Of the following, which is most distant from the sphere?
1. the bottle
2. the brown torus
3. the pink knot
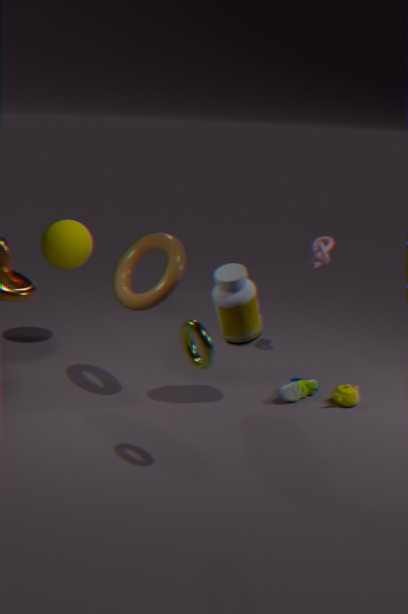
the pink knot
